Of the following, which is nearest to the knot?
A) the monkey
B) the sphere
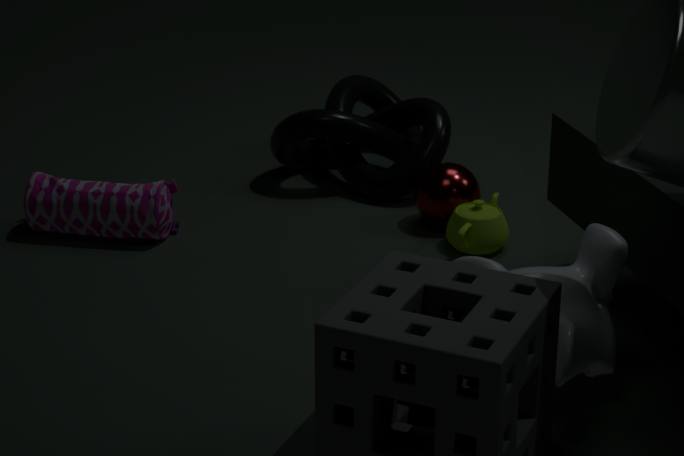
the sphere
